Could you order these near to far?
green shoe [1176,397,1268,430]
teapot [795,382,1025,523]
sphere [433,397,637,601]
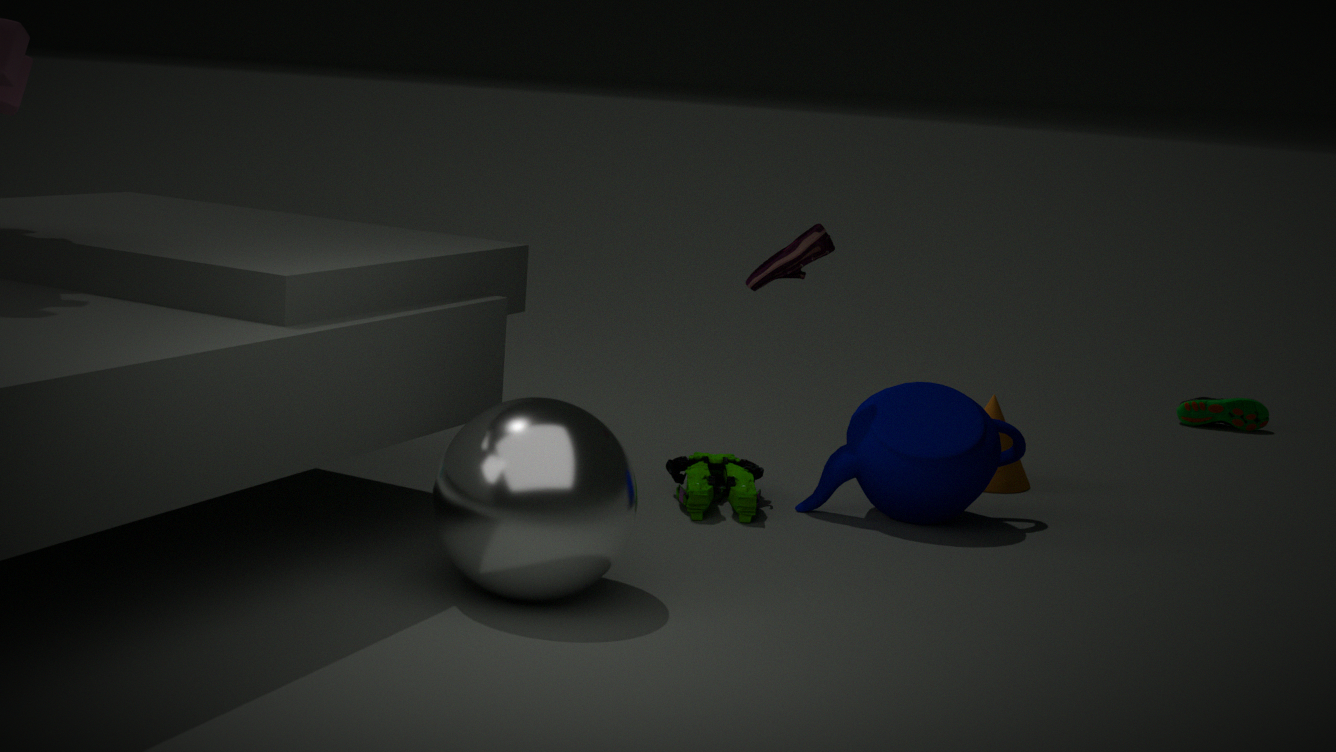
sphere [433,397,637,601]
teapot [795,382,1025,523]
green shoe [1176,397,1268,430]
